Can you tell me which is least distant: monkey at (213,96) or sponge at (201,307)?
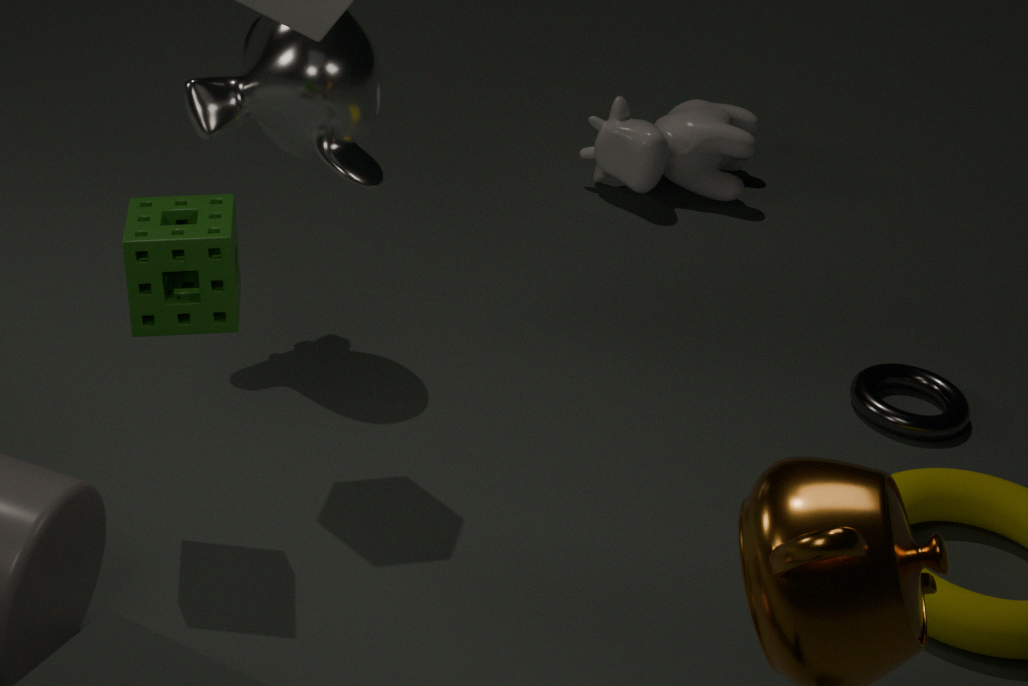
sponge at (201,307)
